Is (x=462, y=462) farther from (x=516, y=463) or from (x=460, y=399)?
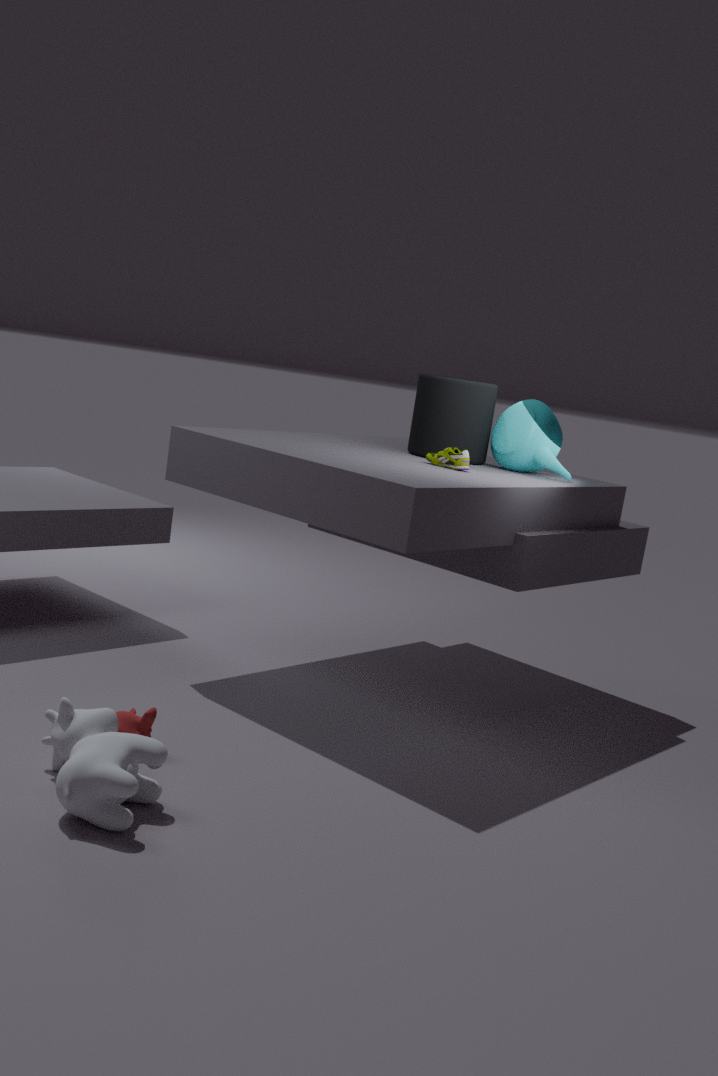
(x=516, y=463)
